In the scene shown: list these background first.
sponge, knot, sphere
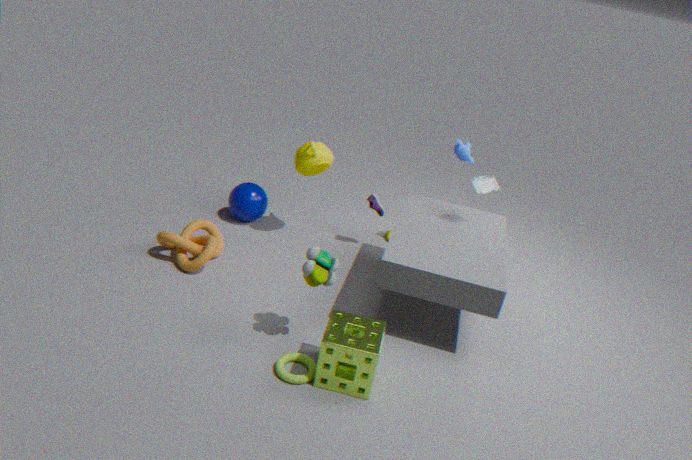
1. sphere
2. knot
3. sponge
